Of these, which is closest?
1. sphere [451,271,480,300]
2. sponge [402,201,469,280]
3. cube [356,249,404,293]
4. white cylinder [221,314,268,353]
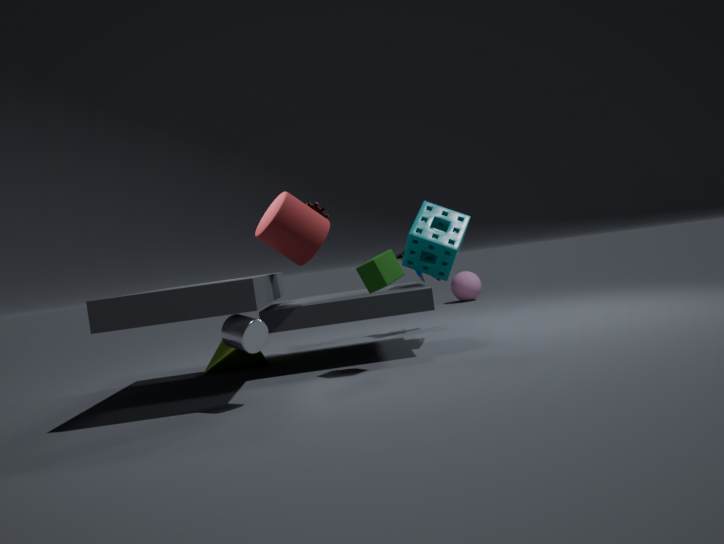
white cylinder [221,314,268,353]
